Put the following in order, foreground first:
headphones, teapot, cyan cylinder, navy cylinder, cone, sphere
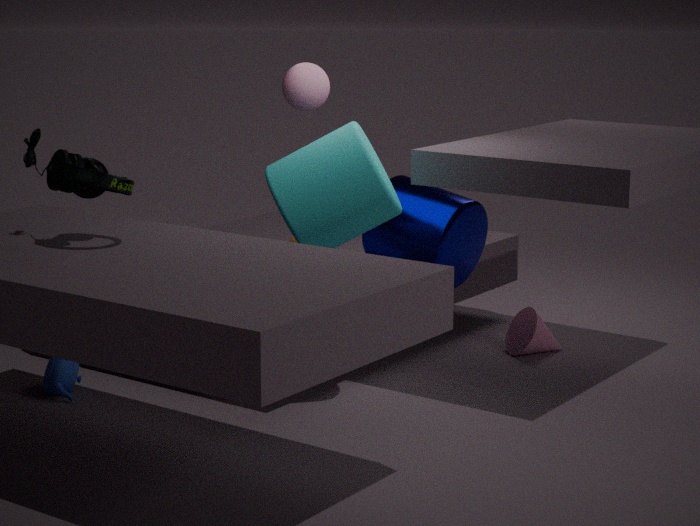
headphones < cyan cylinder < teapot < sphere < navy cylinder < cone
